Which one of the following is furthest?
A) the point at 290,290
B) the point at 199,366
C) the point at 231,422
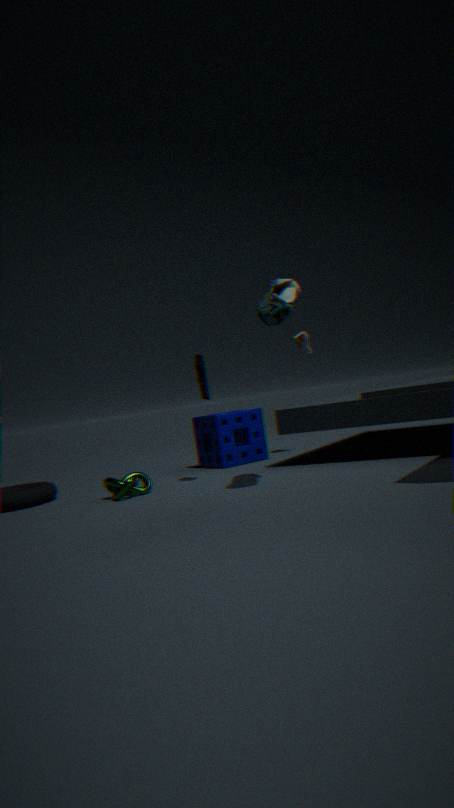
the point at 231,422
